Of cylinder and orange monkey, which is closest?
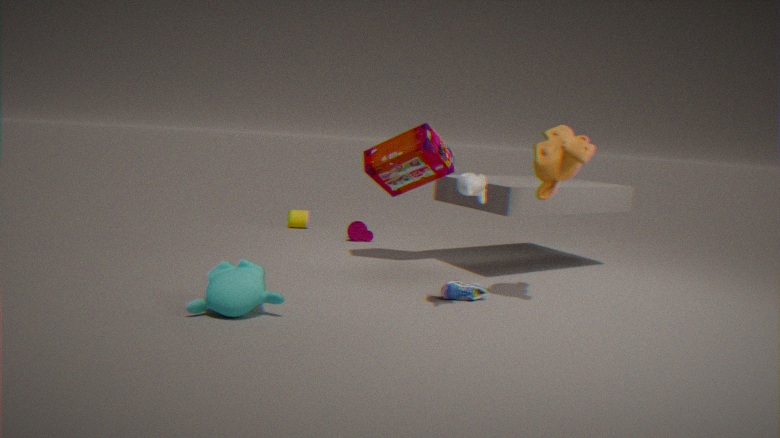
orange monkey
